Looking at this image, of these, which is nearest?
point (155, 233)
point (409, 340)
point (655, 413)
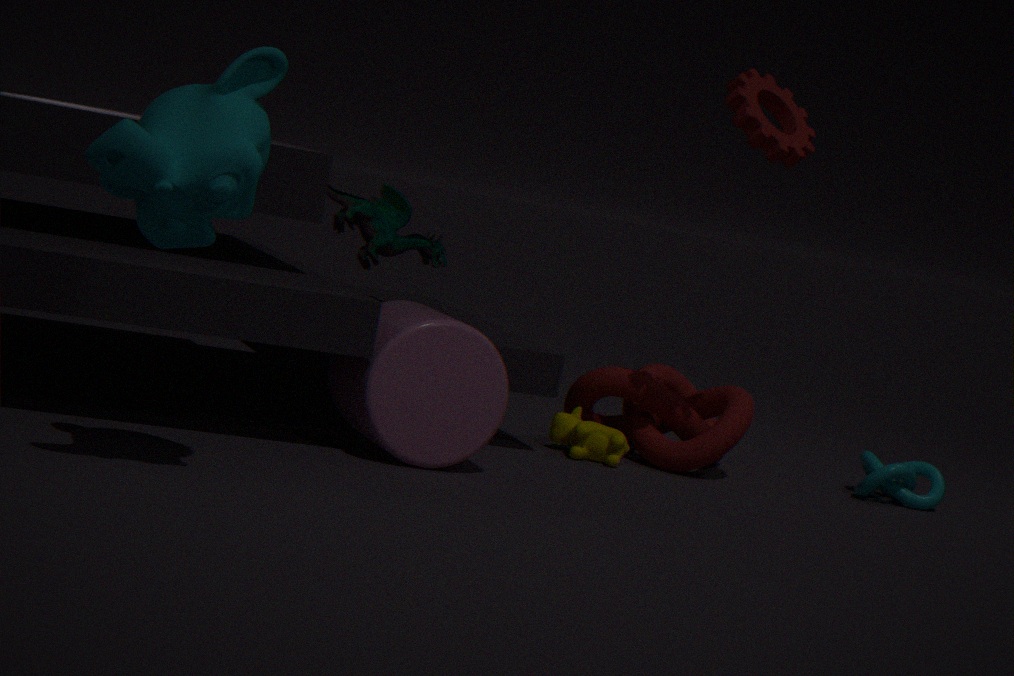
point (155, 233)
